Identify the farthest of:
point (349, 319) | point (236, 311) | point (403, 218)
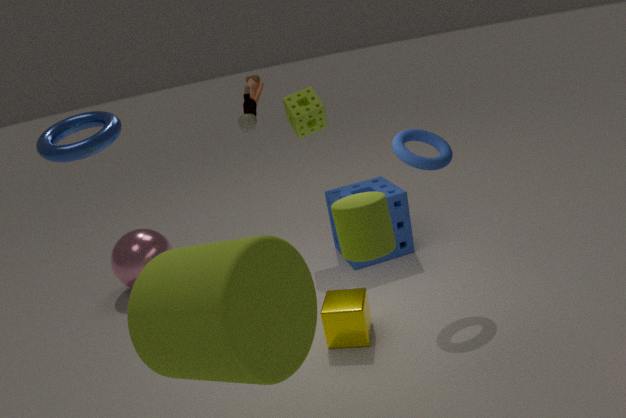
point (403, 218)
